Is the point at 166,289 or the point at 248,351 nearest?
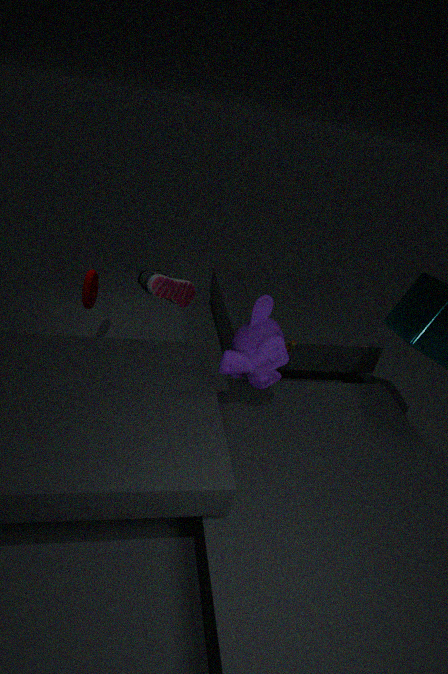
the point at 248,351
